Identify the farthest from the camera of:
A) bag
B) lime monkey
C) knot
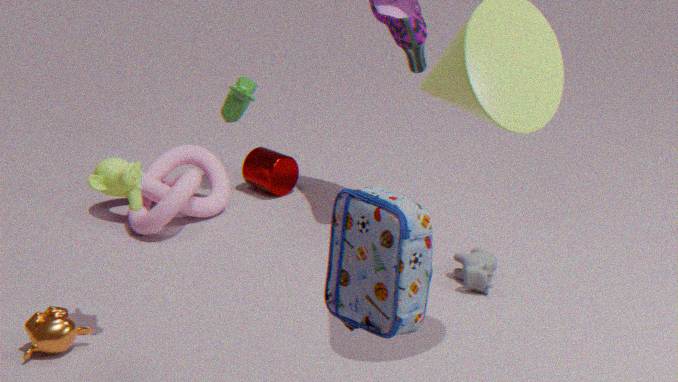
knot
